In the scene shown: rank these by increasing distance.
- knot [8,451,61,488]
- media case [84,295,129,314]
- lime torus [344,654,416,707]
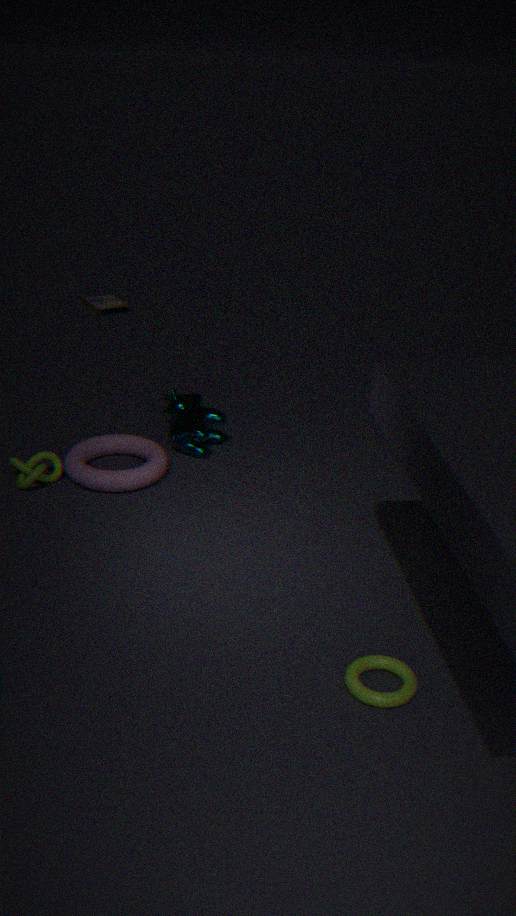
1. lime torus [344,654,416,707]
2. knot [8,451,61,488]
3. media case [84,295,129,314]
